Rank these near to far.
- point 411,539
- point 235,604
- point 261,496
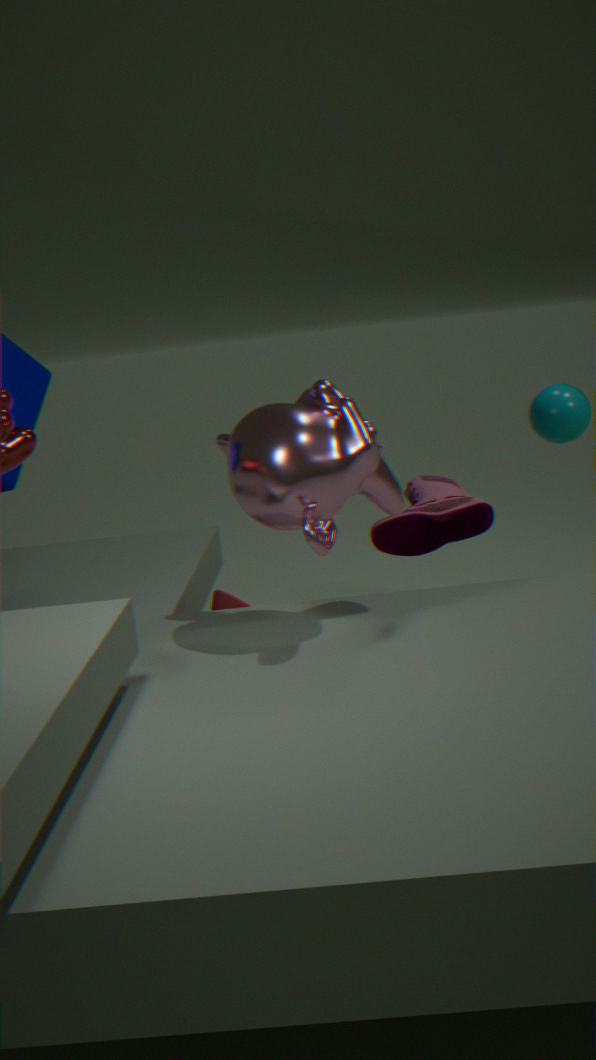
point 261,496 < point 235,604 < point 411,539
